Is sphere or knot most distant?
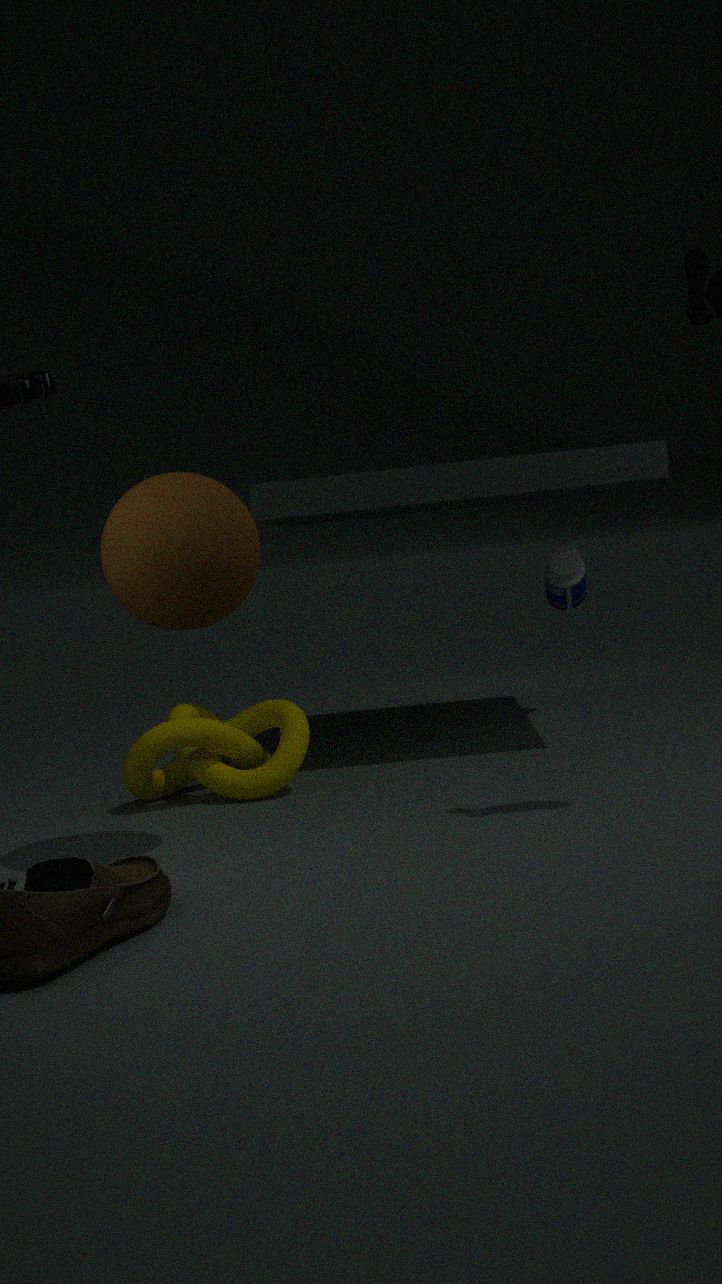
knot
